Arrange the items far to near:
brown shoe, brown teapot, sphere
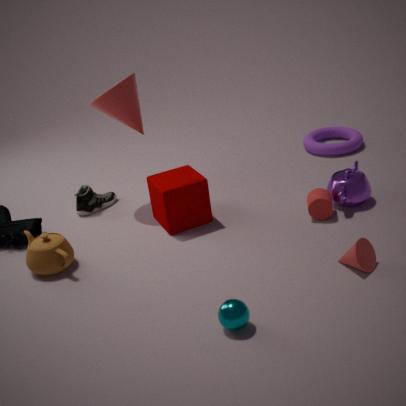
brown shoe → brown teapot → sphere
